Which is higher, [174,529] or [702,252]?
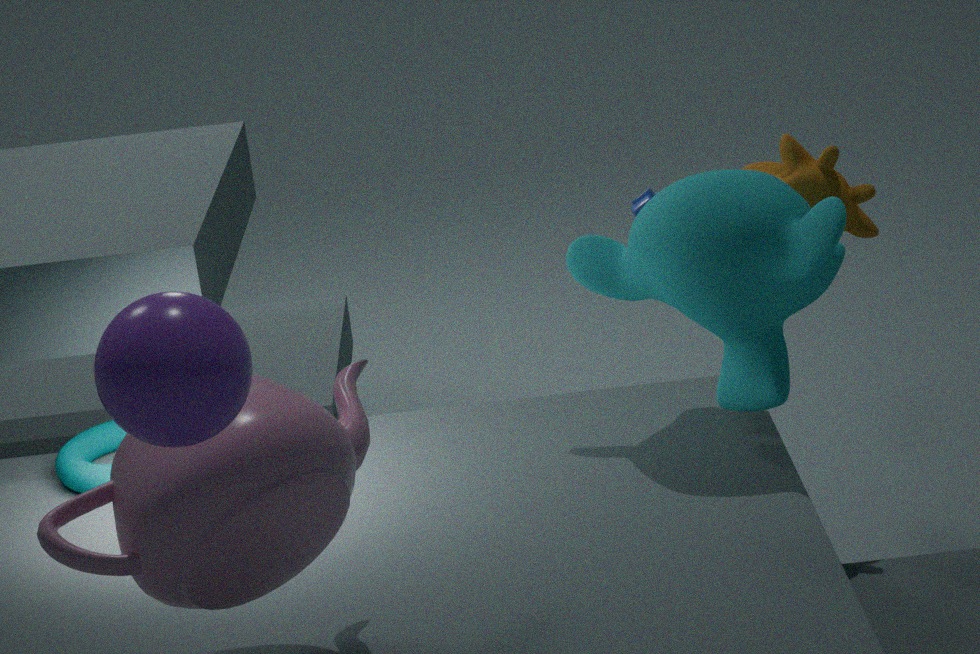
[702,252]
